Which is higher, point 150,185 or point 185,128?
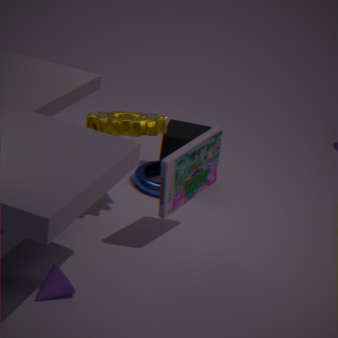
point 185,128
